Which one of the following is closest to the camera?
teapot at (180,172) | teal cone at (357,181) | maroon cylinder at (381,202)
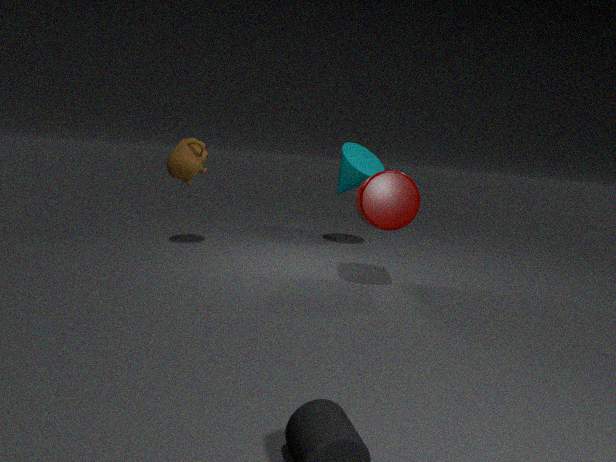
maroon cylinder at (381,202)
